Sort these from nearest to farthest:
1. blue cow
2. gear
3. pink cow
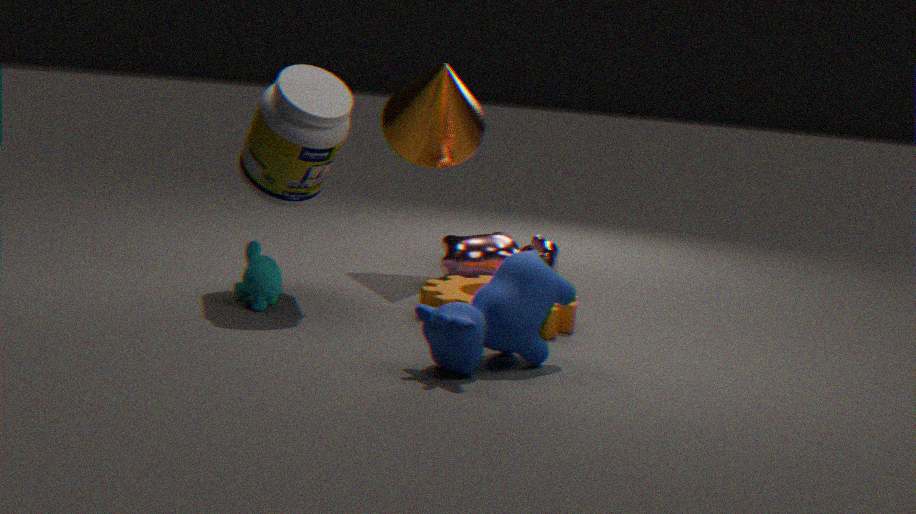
1. blue cow
2. gear
3. pink cow
